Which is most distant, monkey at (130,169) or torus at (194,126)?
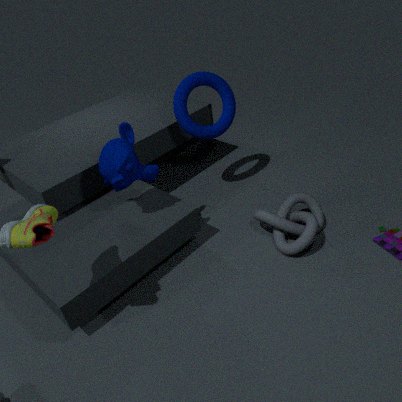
torus at (194,126)
